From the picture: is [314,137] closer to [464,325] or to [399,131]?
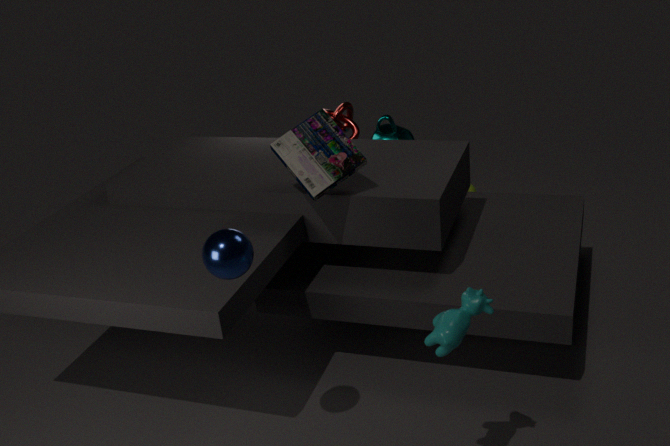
[464,325]
